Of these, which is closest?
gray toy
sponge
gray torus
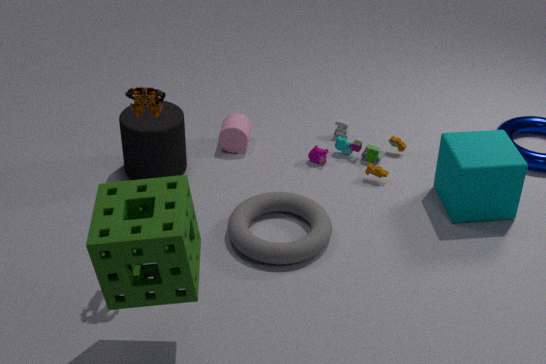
sponge
